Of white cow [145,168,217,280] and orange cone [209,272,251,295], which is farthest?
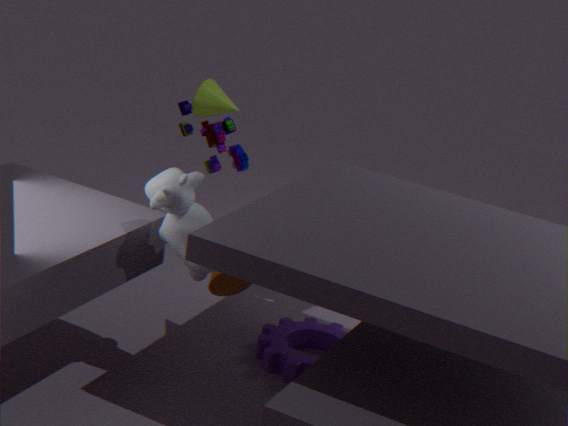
orange cone [209,272,251,295]
